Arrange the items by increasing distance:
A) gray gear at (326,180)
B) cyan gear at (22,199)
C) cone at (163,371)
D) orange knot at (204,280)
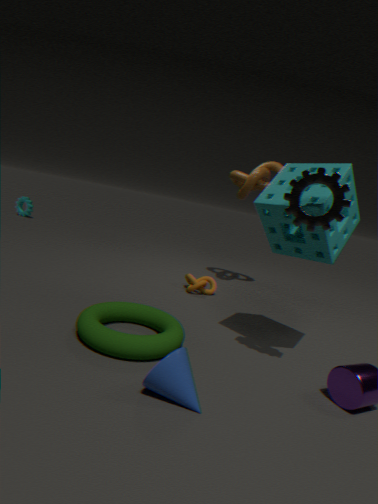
cone at (163,371)
gray gear at (326,180)
orange knot at (204,280)
cyan gear at (22,199)
